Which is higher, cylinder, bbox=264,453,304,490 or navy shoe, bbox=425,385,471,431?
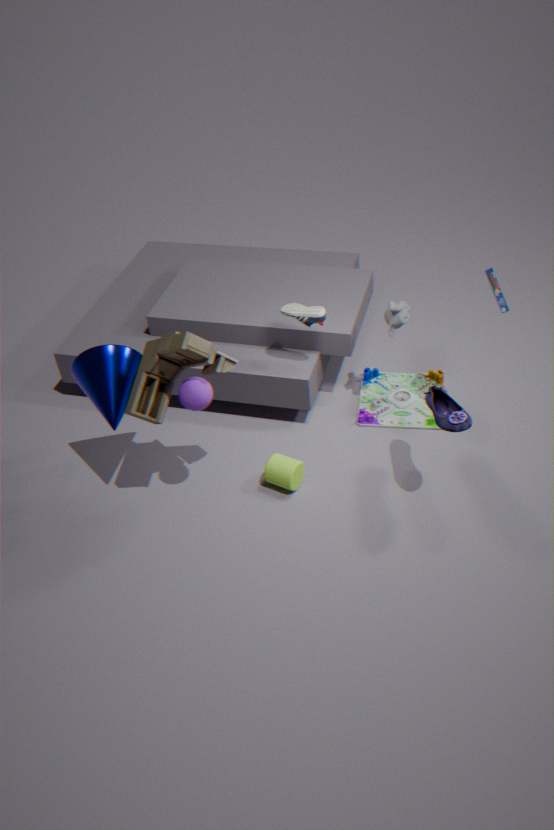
navy shoe, bbox=425,385,471,431
